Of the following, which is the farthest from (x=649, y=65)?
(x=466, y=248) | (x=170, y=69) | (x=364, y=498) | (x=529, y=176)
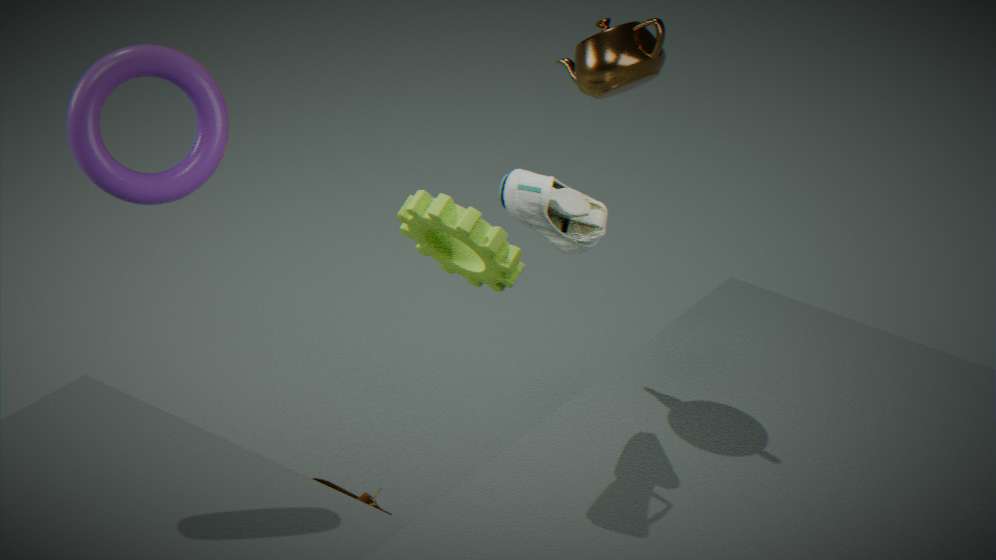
(x=364, y=498)
